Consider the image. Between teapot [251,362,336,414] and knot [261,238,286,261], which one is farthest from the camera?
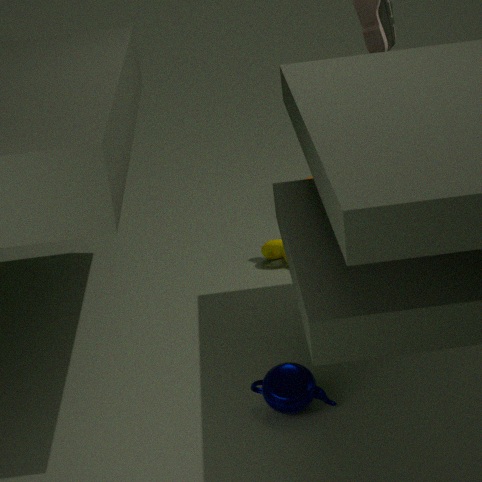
knot [261,238,286,261]
